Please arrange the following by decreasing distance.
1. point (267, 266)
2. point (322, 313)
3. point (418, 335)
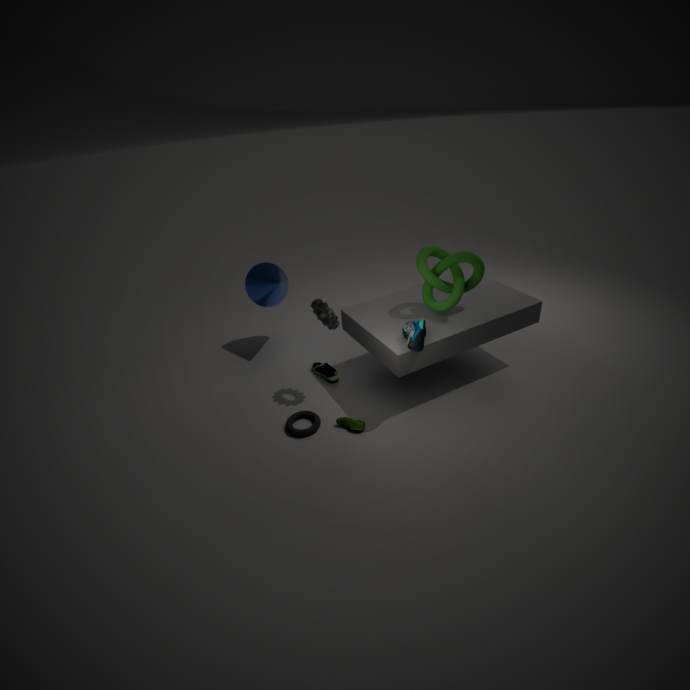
point (267, 266)
point (322, 313)
point (418, 335)
